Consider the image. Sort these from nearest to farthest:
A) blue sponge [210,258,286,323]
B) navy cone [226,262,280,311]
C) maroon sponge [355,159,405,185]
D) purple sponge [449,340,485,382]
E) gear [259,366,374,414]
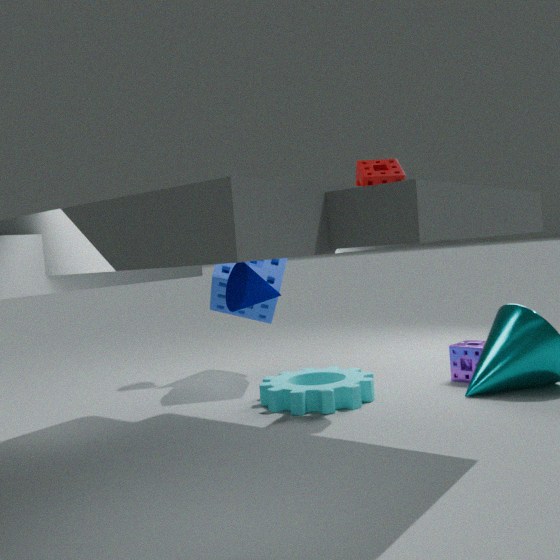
navy cone [226,262,280,311]
maroon sponge [355,159,405,185]
gear [259,366,374,414]
purple sponge [449,340,485,382]
blue sponge [210,258,286,323]
